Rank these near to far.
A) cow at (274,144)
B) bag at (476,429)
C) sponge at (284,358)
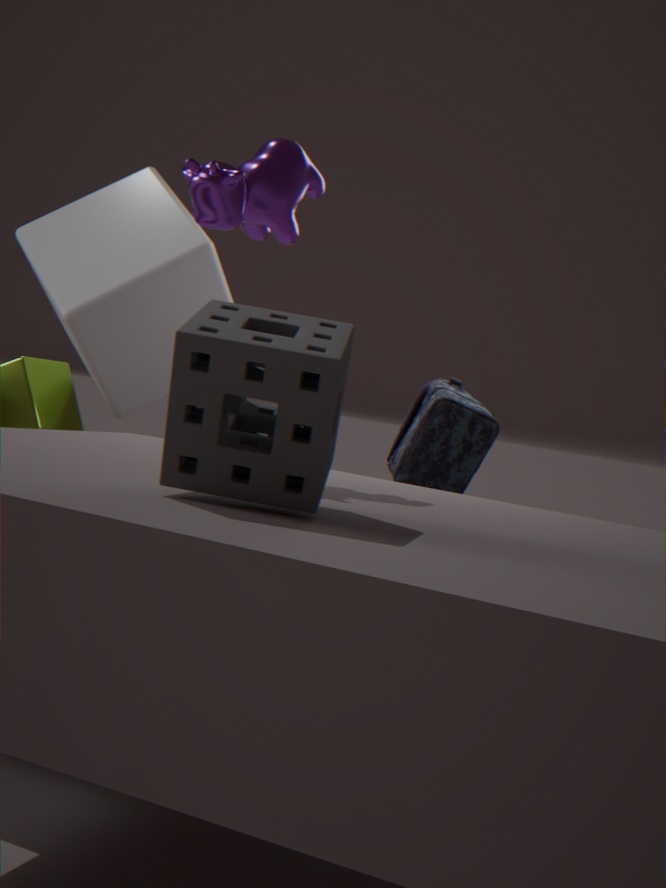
sponge at (284,358) < cow at (274,144) < bag at (476,429)
